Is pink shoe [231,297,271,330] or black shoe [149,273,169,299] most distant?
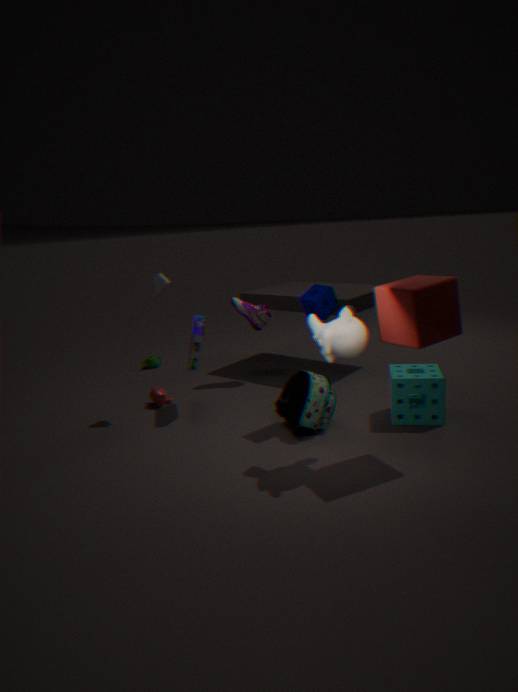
pink shoe [231,297,271,330]
